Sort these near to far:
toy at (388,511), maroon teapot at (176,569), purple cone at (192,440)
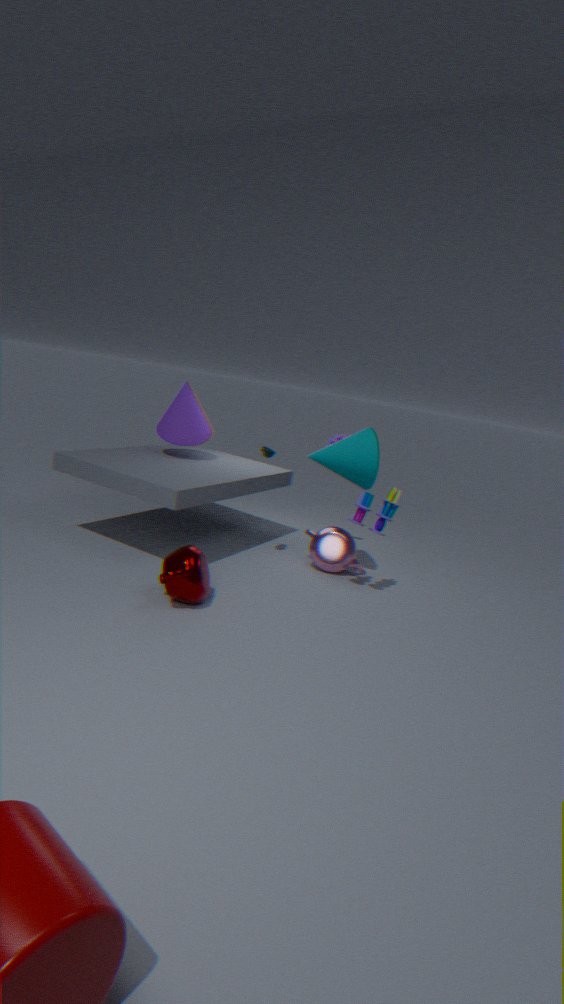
maroon teapot at (176,569)
toy at (388,511)
purple cone at (192,440)
